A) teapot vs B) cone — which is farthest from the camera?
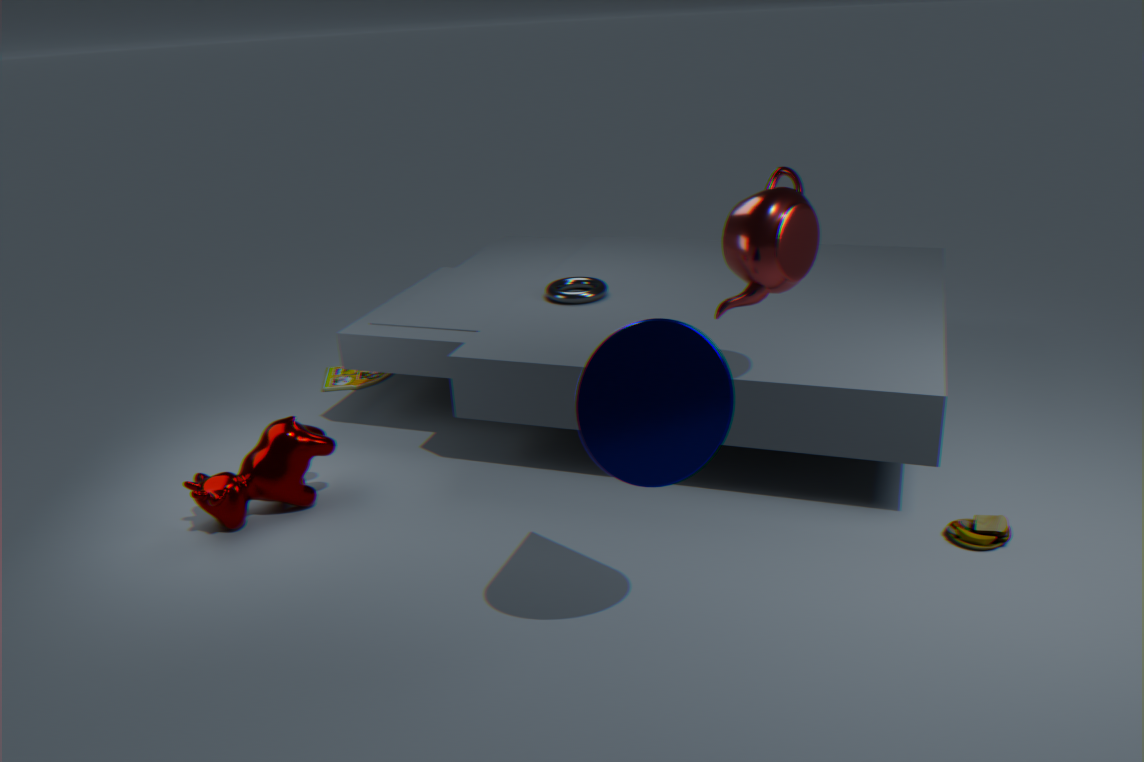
A. teapot
